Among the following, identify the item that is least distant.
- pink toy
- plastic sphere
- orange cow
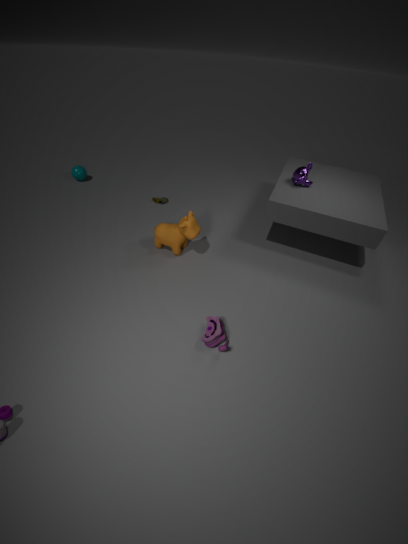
pink toy
